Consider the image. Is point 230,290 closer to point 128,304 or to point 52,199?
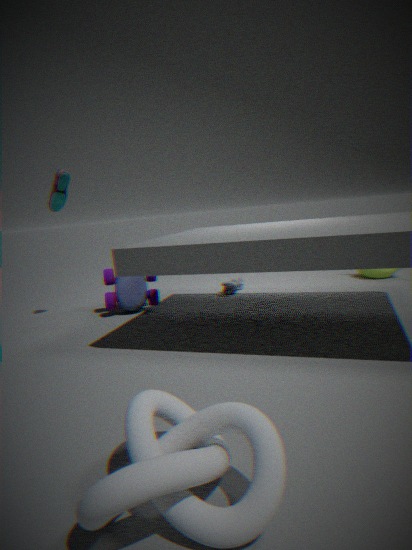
point 128,304
